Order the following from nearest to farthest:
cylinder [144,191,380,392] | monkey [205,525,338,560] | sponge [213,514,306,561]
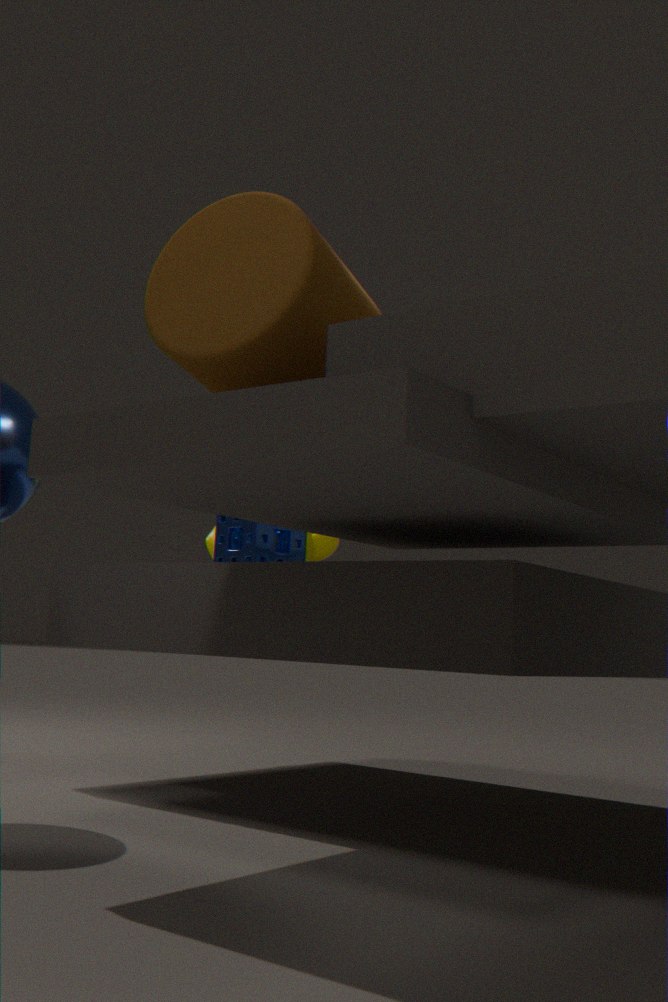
cylinder [144,191,380,392], sponge [213,514,306,561], monkey [205,525,338,560]
